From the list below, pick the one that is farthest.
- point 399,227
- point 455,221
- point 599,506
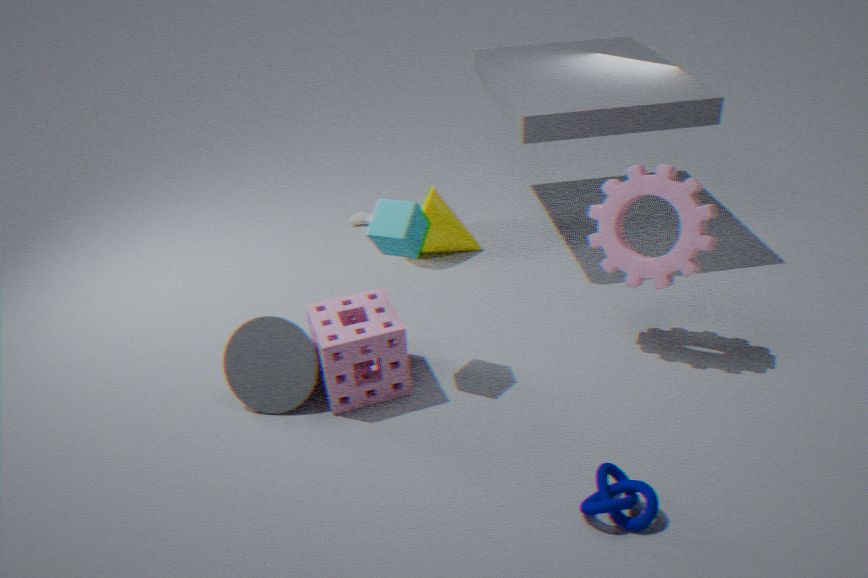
point 455,221
